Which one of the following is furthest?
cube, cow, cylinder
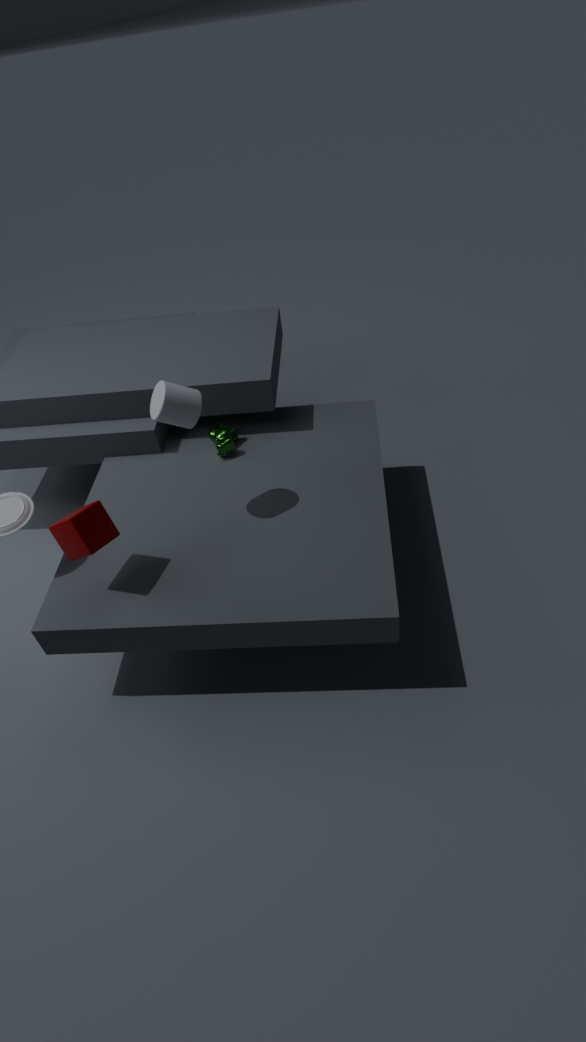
cow
